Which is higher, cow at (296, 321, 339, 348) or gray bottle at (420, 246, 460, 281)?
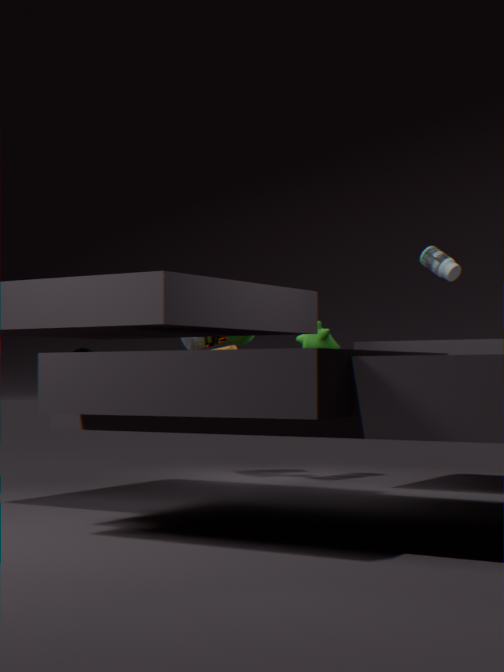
gray bottle at (420, 246, 460, 281)
